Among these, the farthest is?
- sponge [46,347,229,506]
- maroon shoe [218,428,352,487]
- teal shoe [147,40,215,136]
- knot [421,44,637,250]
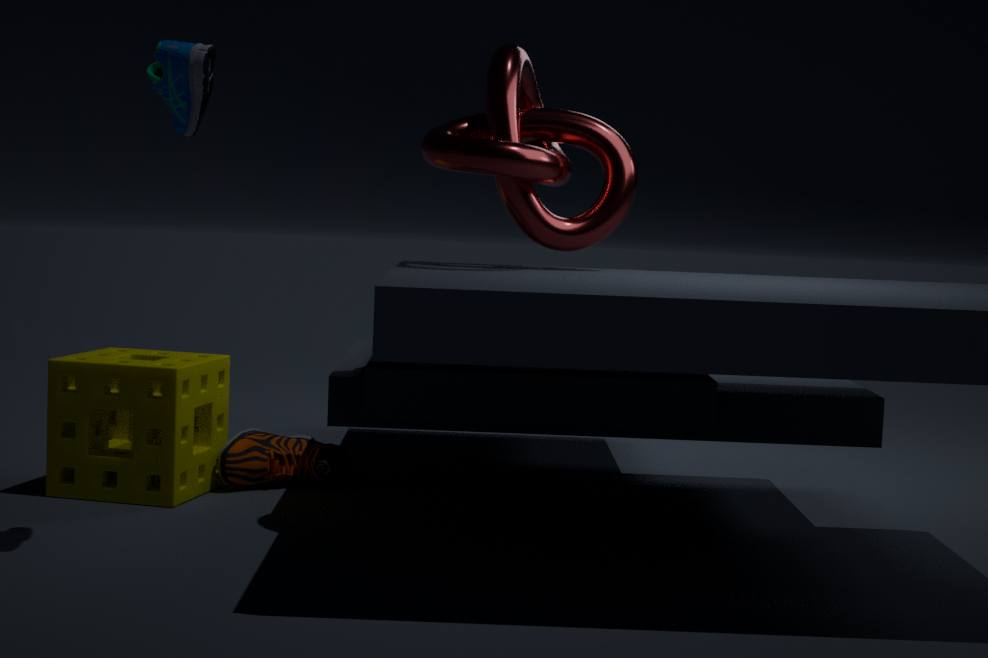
maroon shoe [218,428,352,487]
